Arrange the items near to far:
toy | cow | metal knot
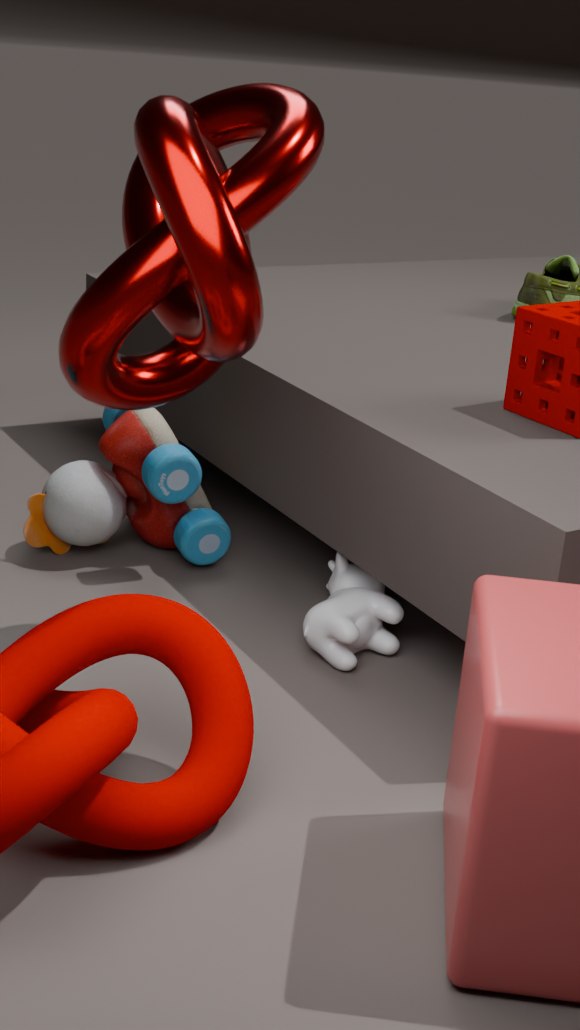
metal knot → cow → toy
